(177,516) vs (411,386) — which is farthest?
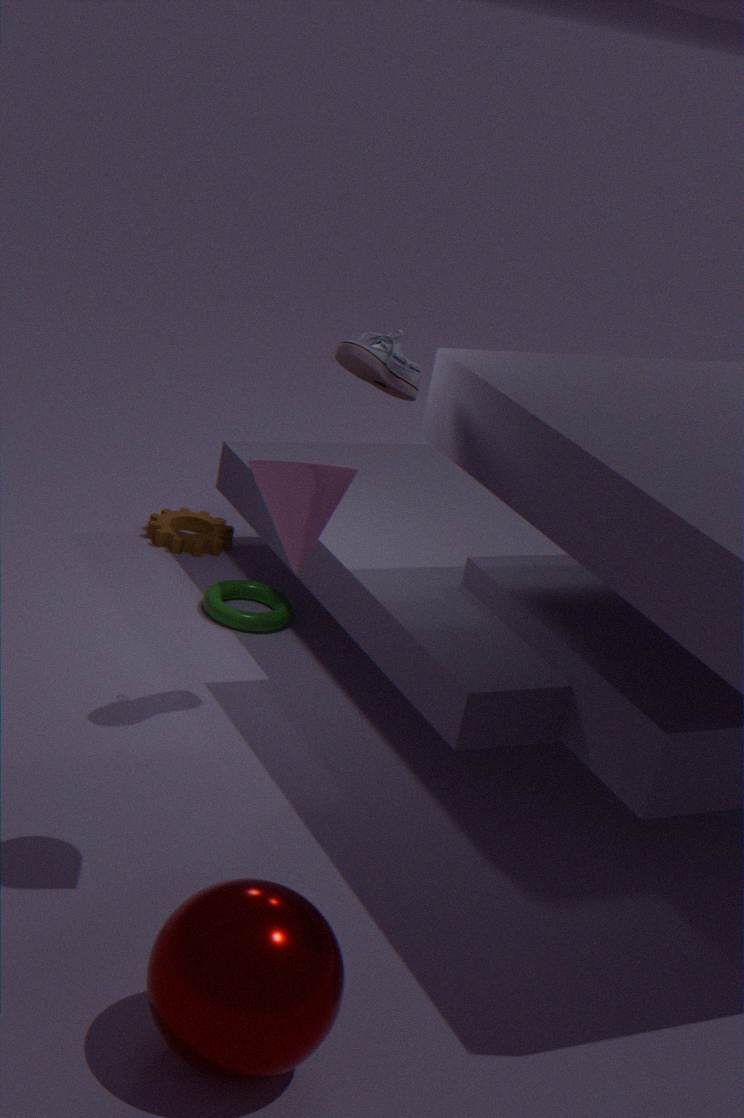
(177,516)
